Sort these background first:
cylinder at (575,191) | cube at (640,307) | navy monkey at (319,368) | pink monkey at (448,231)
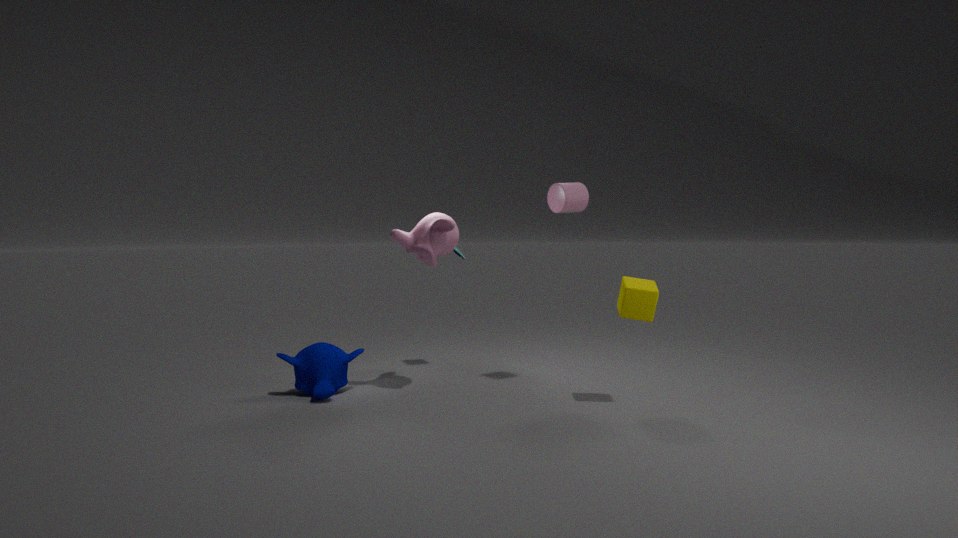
cylinder at (575,191)
navy monkey at (319,368)
pink monkey at (448,231)
cube at (640,307)
